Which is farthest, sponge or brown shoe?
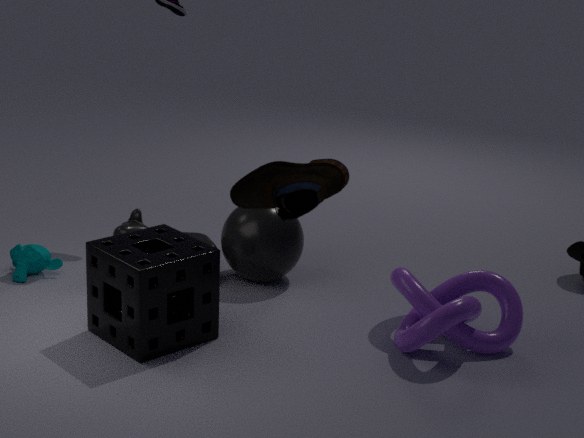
sponge
